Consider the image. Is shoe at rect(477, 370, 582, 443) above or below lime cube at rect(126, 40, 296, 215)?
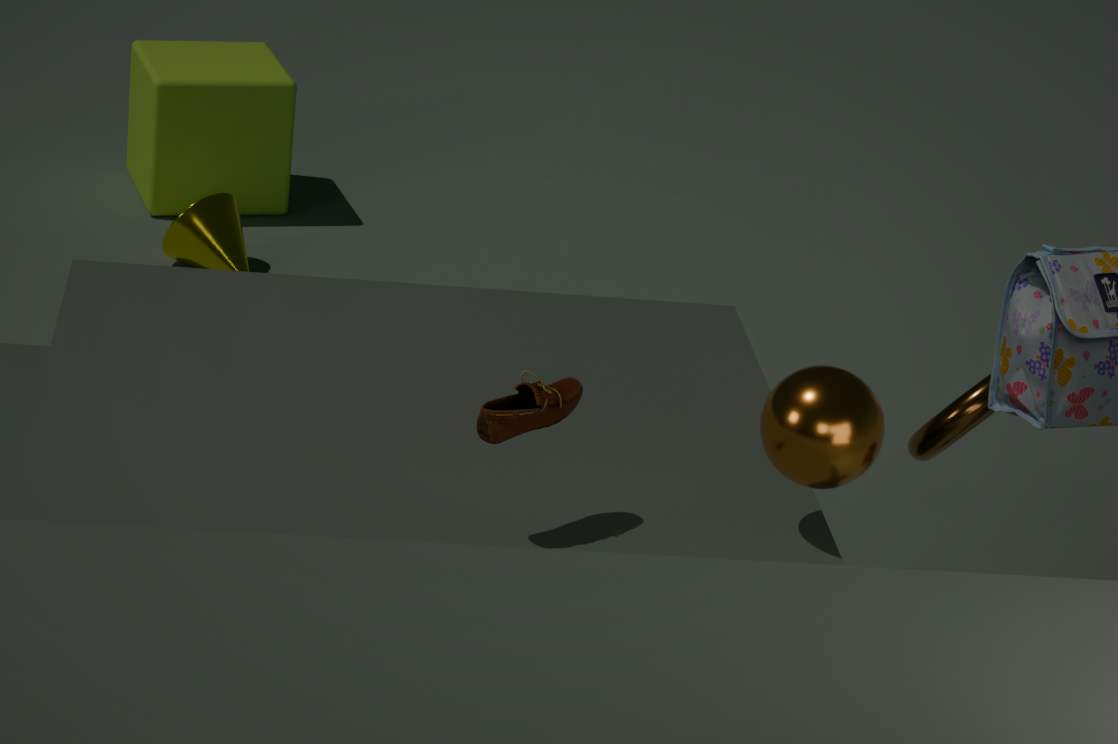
above
